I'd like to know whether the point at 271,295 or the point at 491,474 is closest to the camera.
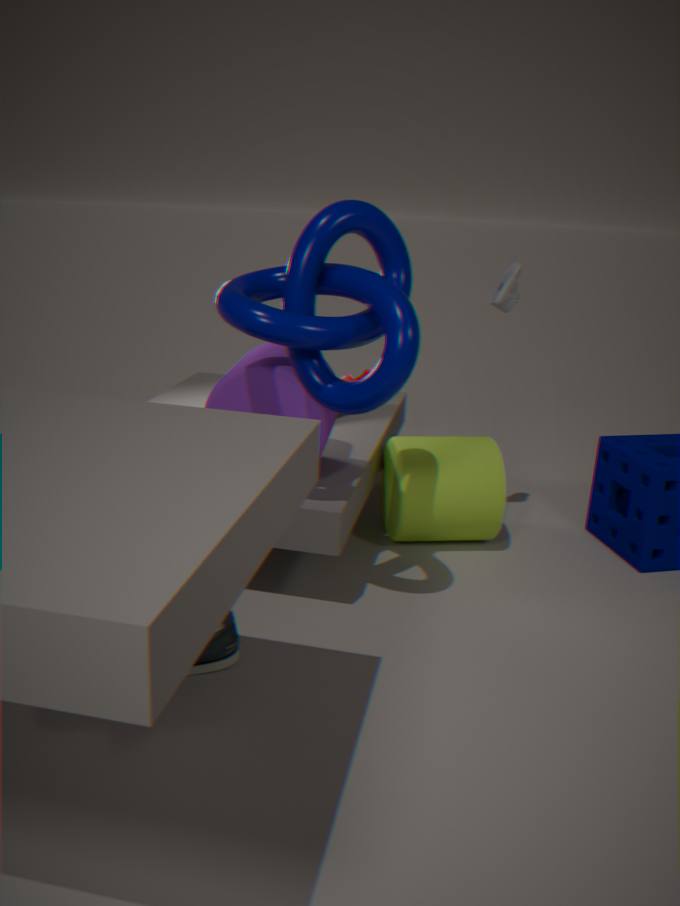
the point at 271,295
